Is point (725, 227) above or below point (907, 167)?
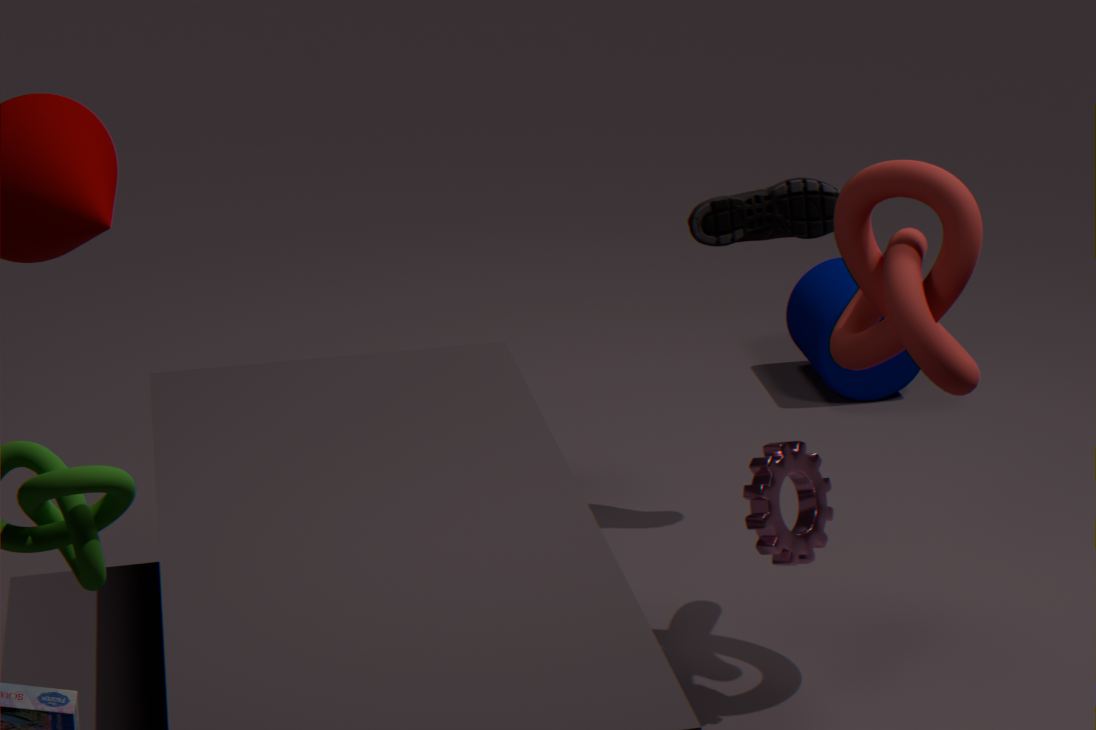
below
